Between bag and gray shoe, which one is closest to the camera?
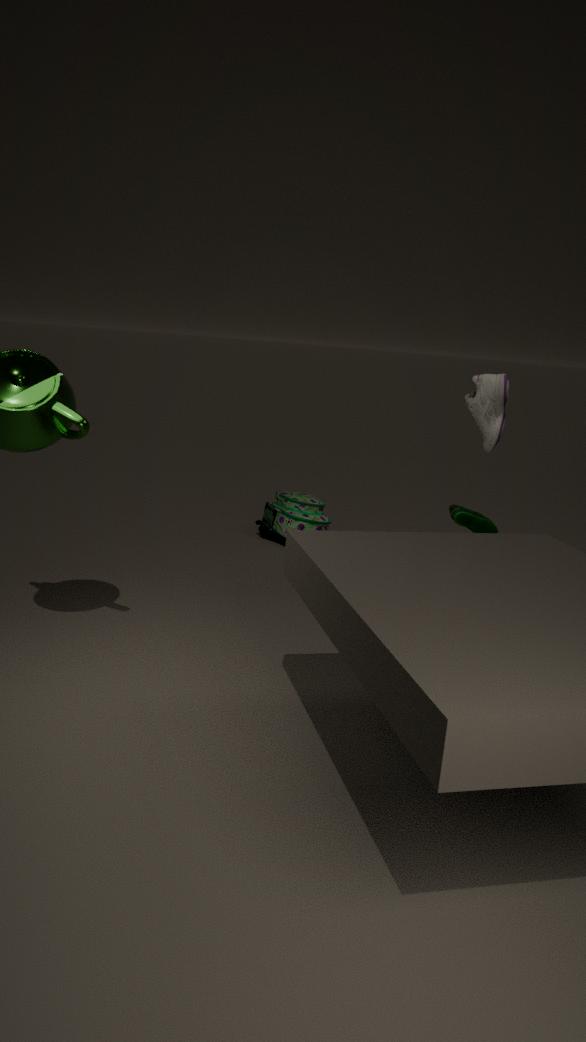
gray shoe
